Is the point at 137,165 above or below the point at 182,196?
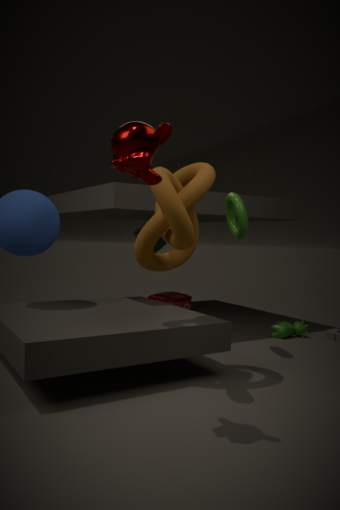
above
